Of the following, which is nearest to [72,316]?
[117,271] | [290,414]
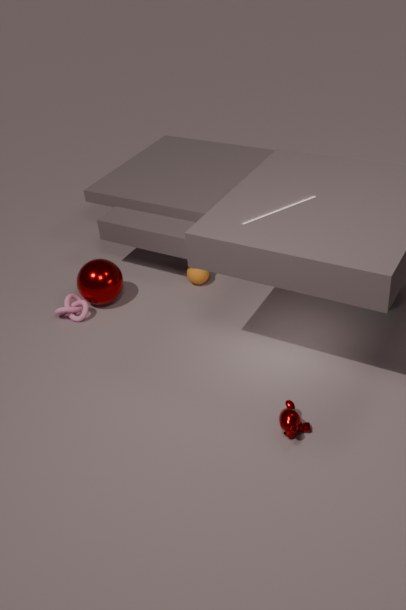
[117,271]
